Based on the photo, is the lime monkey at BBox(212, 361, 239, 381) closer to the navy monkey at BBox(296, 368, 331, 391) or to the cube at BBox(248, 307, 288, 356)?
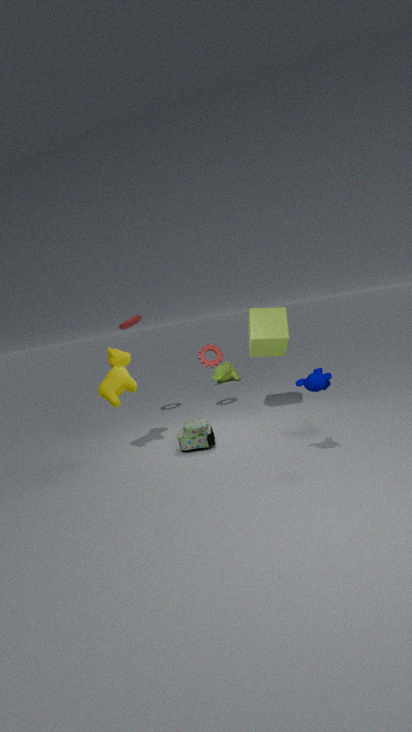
the cube at BBox(248, 307, 288, 356)
